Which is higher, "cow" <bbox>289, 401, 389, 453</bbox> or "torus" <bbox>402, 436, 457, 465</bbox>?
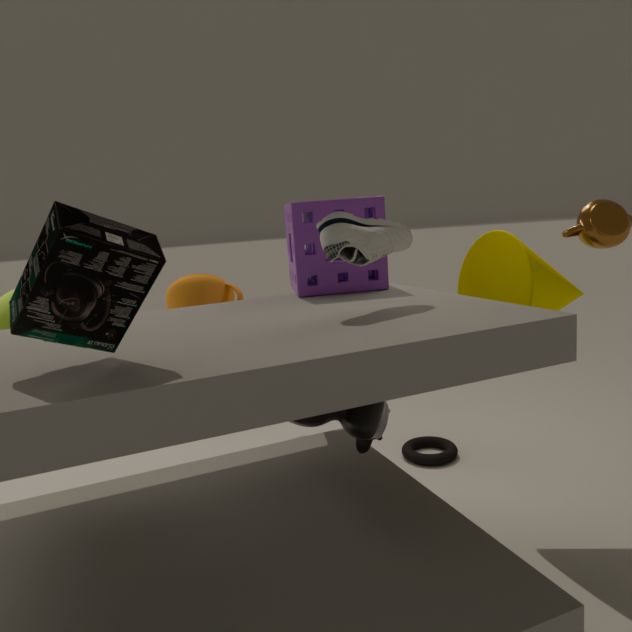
"cow" <bbox>289, 401, 389, 453</bbox>
